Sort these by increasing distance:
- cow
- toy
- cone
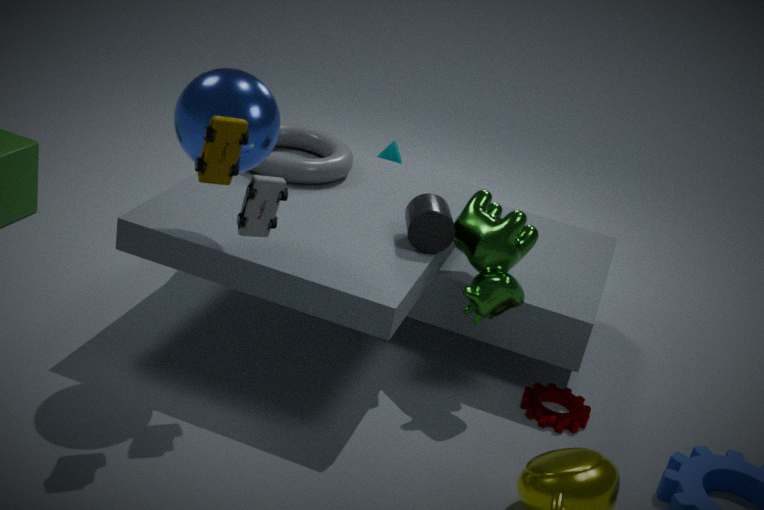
toy → cow → cone
